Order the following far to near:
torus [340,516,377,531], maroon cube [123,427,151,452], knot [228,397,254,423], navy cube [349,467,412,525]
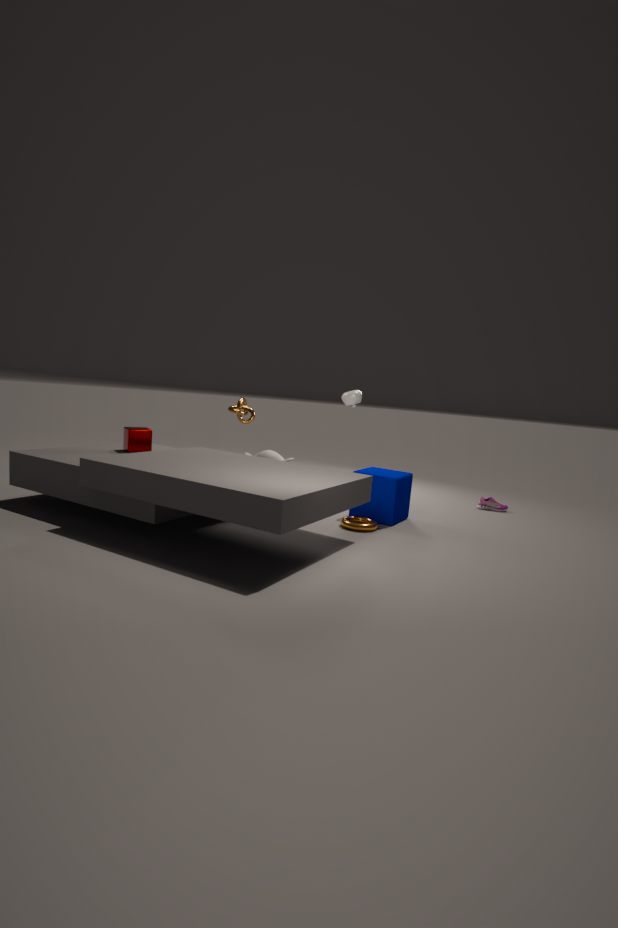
knot [228,397,254,423] → maroon cube [123,427,151,452] → navy cube [349,467,412,525] → torus [340,516,377,531]
